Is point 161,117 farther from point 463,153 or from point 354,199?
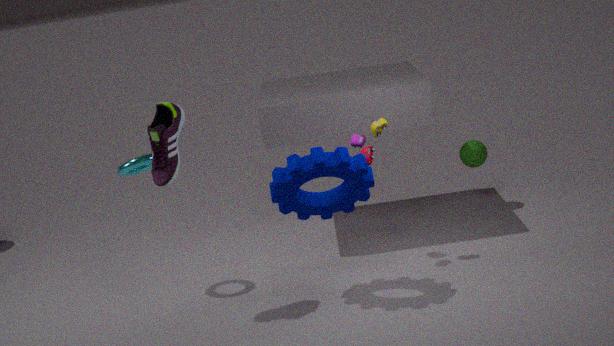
point 463,153
